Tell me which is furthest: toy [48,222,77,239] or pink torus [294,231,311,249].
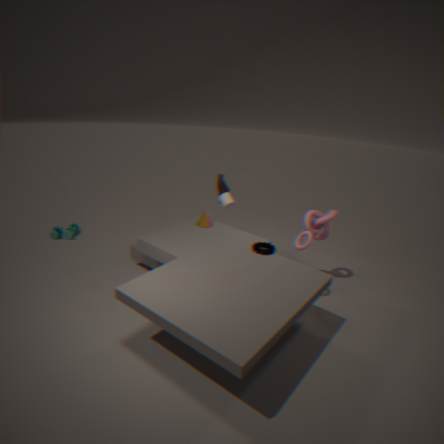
toy [48,222,77,239]
